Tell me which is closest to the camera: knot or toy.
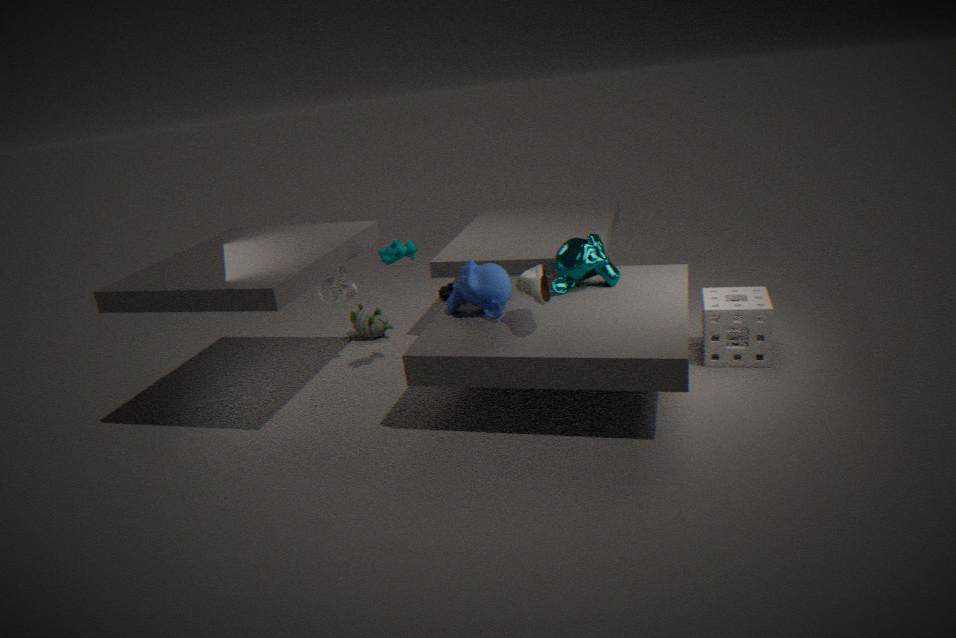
knot
